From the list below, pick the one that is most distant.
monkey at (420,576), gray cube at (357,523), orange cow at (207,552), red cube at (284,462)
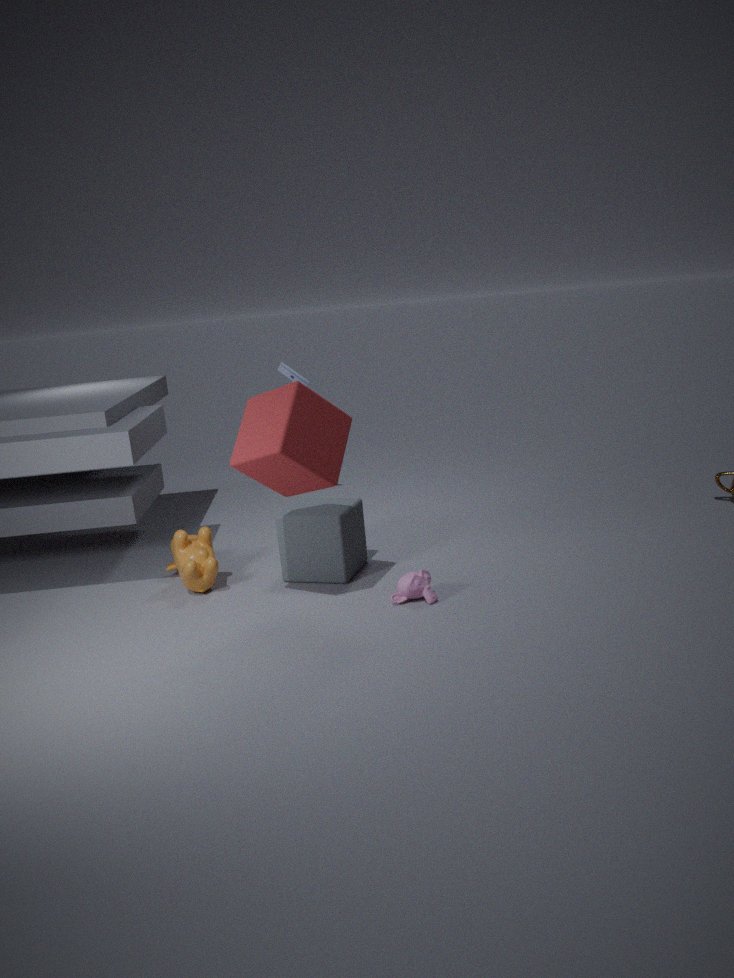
gray cube at (357,523)
